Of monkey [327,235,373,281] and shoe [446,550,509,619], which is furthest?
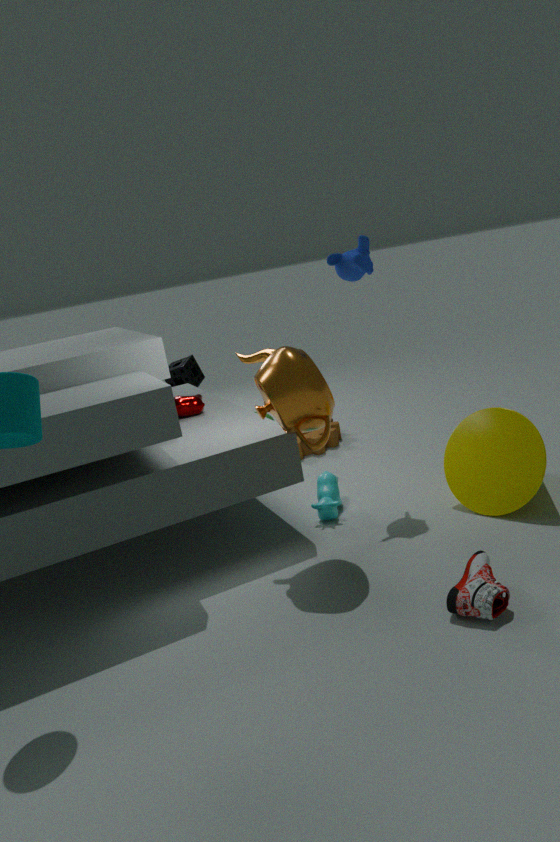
monkey [327,235,373,281]
